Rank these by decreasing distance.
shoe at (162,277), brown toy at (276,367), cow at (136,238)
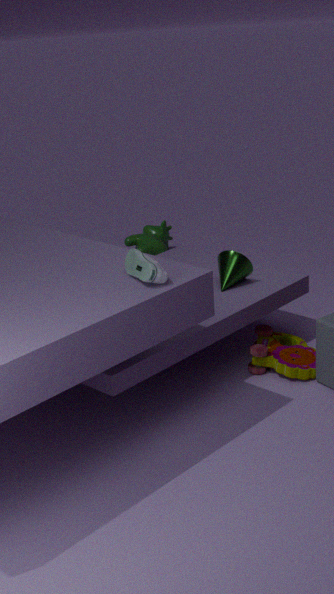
1. cow at (136,238)
2. brown toy at (276,367)
3. shoe at (162,277)
